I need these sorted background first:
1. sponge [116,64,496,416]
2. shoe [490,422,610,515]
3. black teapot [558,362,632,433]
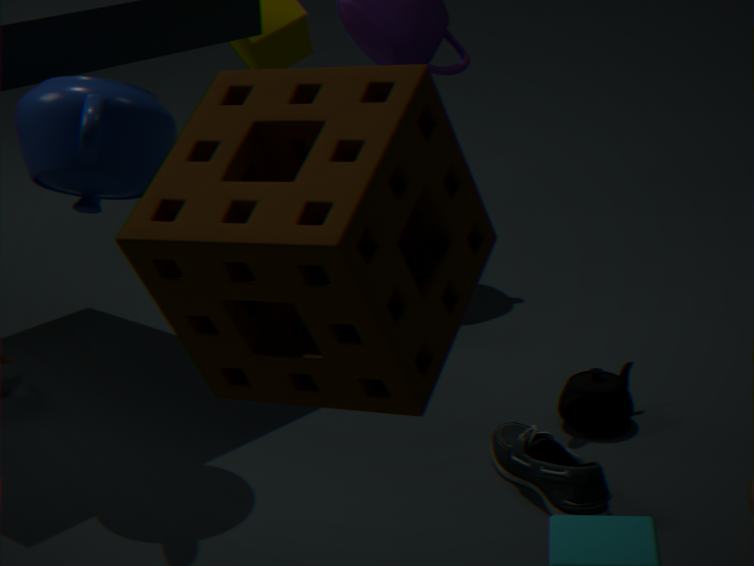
black teapot [558,362,632,433]
shoe [490,422,610,515]
sponge [116,64,496,416]
